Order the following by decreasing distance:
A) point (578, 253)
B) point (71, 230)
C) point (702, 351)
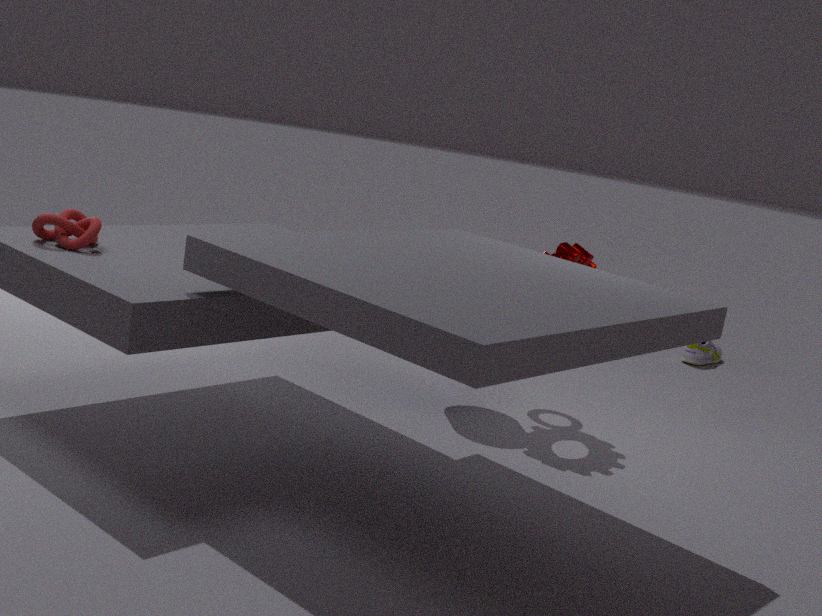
1. point (702, 351)
2. point (578, 253)
3. point (71, 230)
